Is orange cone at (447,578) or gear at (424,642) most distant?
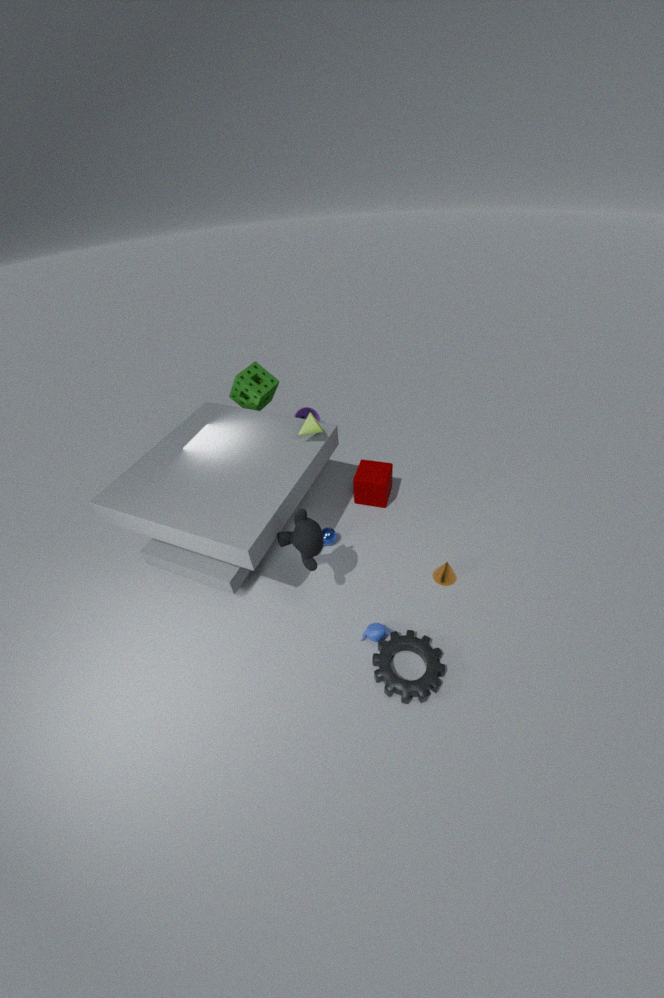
orange cone at (447,578)
